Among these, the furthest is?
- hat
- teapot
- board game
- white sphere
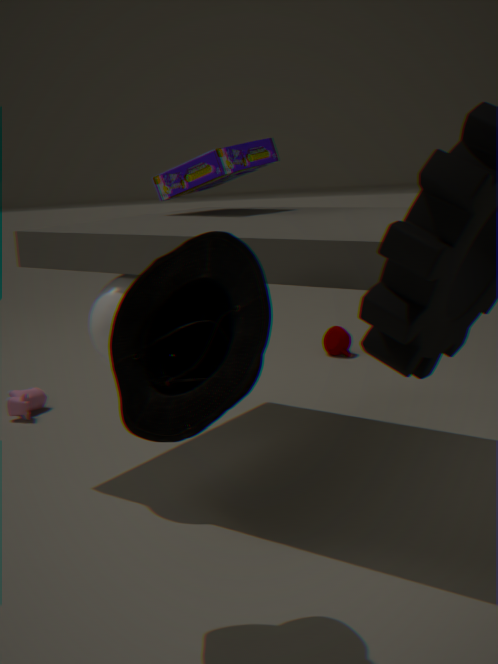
teapot
